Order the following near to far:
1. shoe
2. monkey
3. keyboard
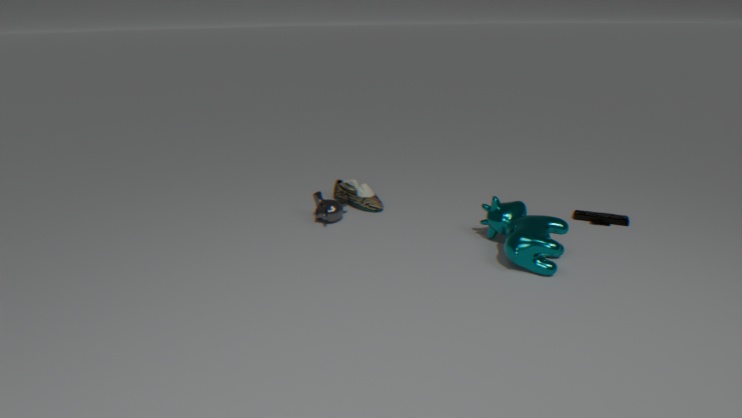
keyboard < monkey < shoe
